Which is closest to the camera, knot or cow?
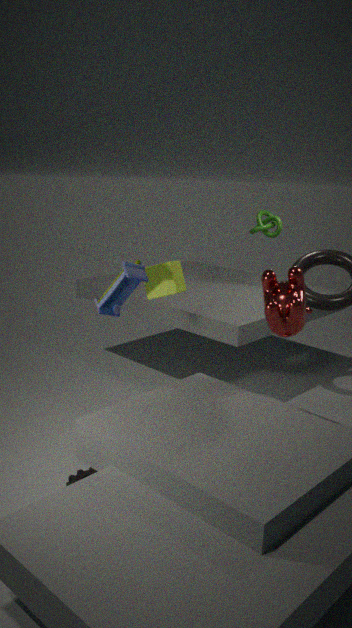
cow
